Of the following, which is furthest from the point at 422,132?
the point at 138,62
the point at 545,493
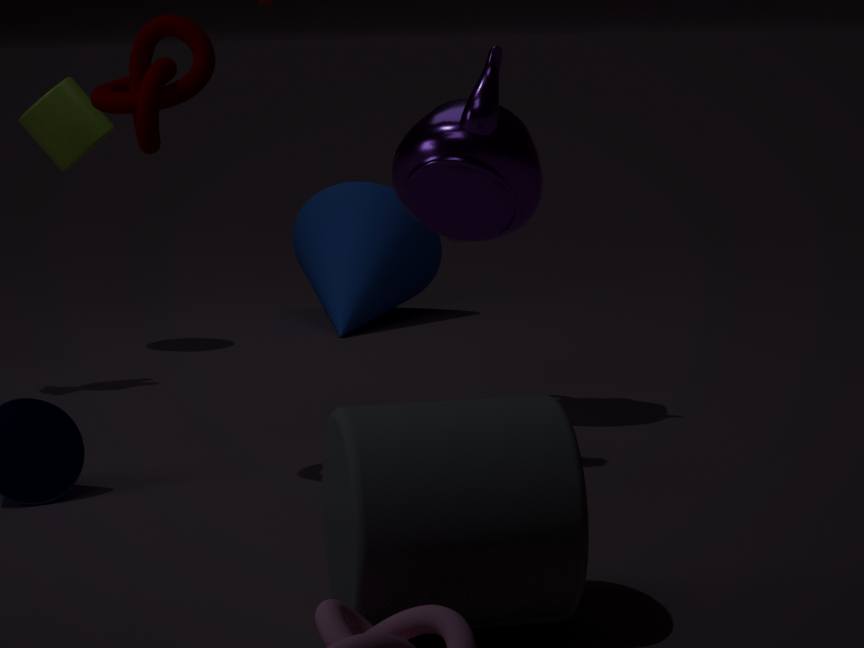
the point at 545,493
